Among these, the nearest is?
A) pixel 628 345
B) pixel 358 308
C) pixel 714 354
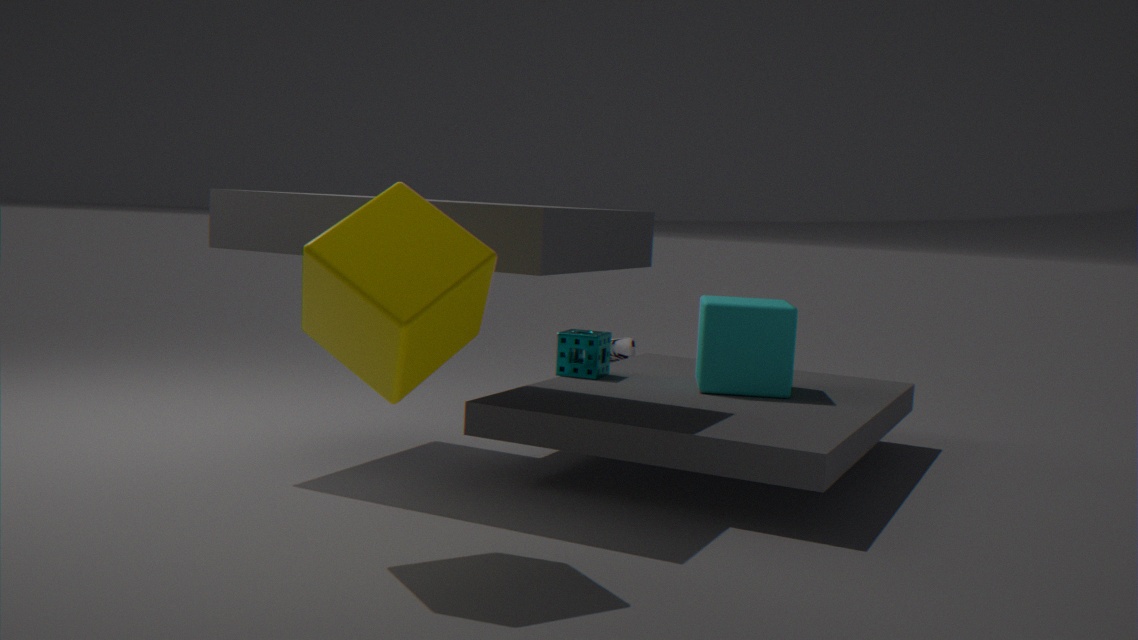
pixel 358 308
